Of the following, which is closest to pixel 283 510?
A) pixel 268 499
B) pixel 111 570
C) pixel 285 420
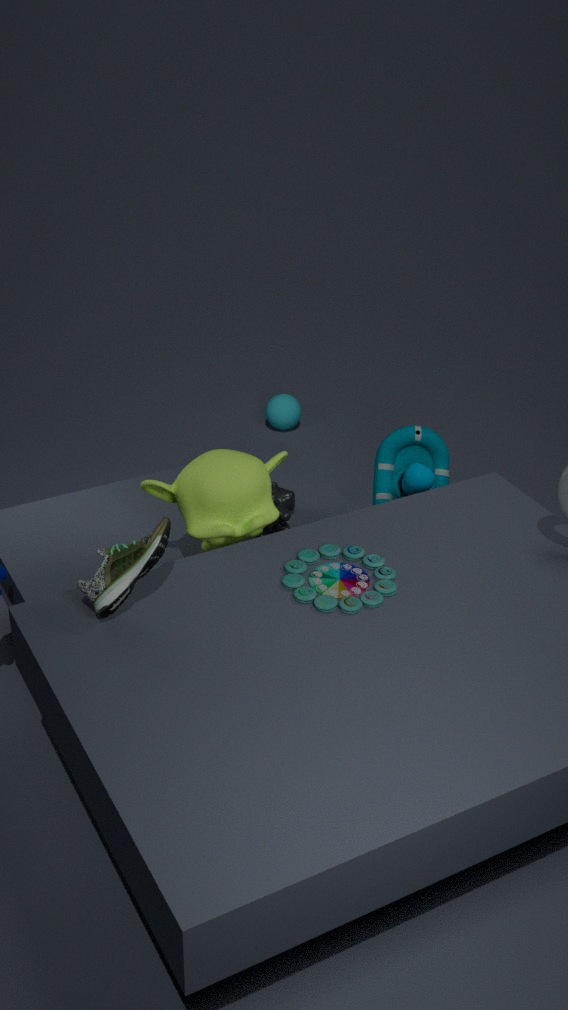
pixel 268 499
